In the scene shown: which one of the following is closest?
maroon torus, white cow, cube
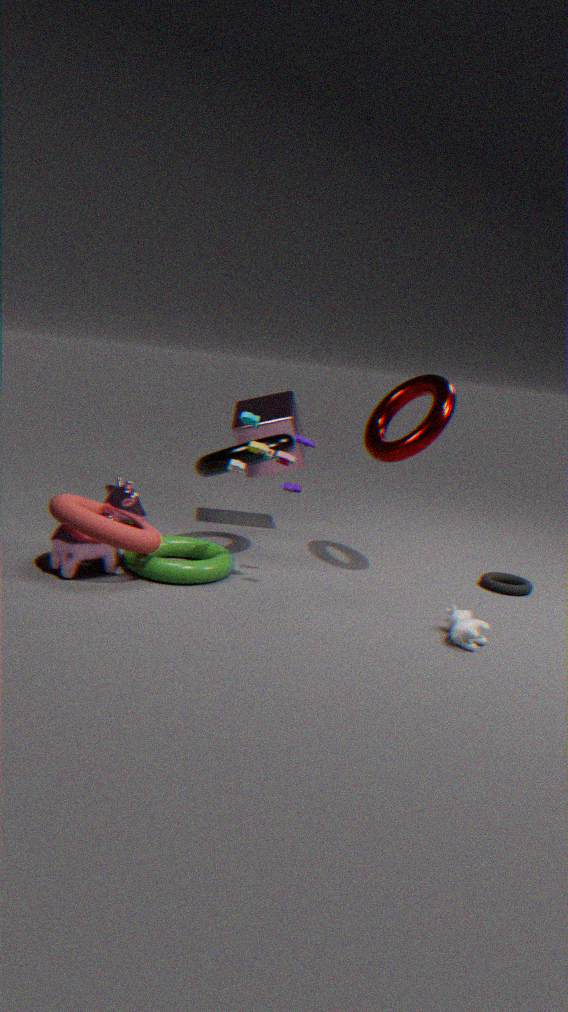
white cow
